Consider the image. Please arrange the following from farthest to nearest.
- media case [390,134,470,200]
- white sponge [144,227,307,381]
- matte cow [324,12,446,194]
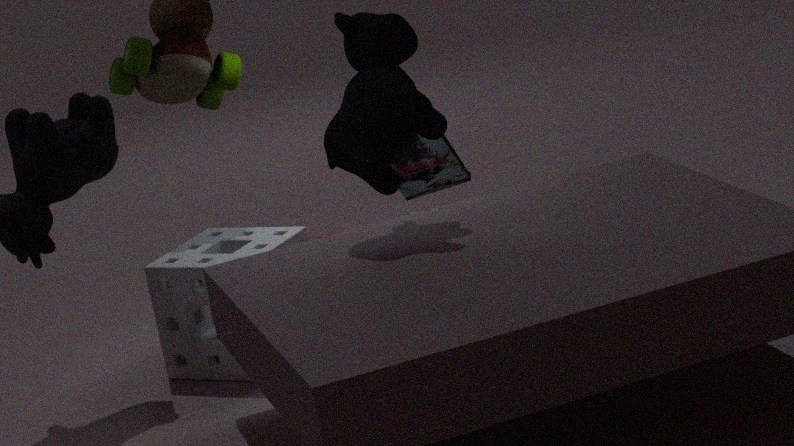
media case [390,134,470,200]
white sponge [144,227,307,381]
matte cow [324,12,446,194]
